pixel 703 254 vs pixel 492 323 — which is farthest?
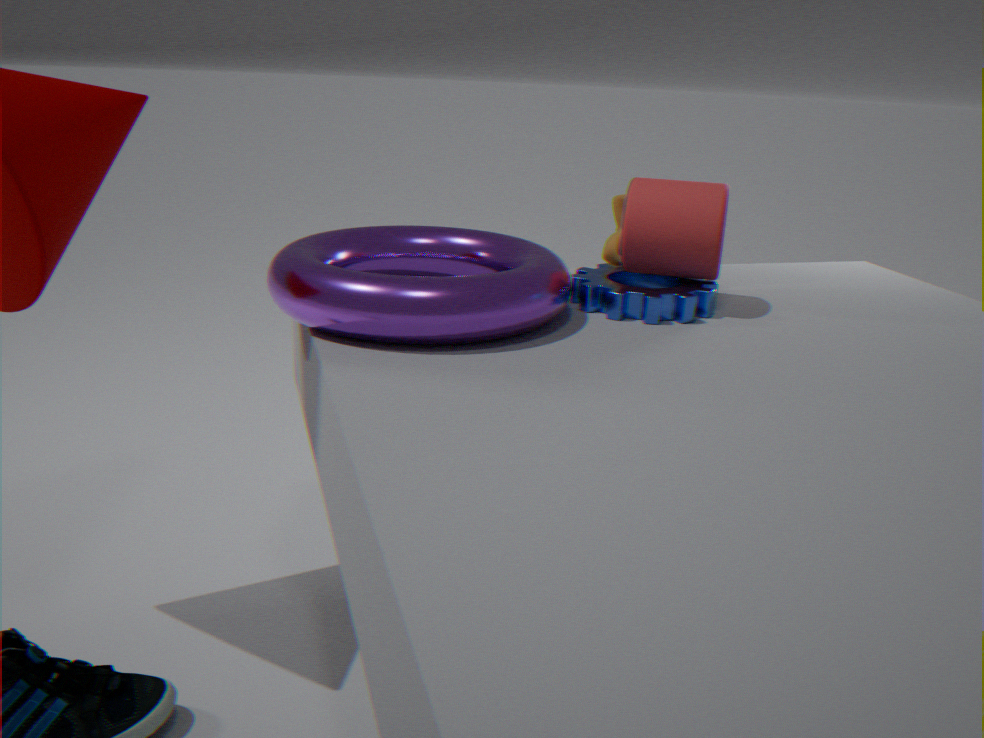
pixel 703 254
